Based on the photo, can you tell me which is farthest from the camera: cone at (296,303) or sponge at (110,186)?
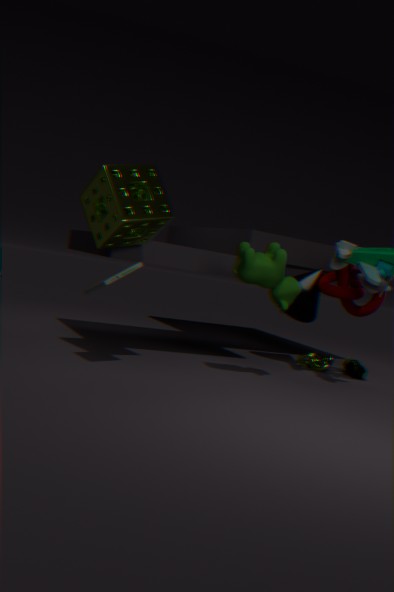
cone at (296,303)
